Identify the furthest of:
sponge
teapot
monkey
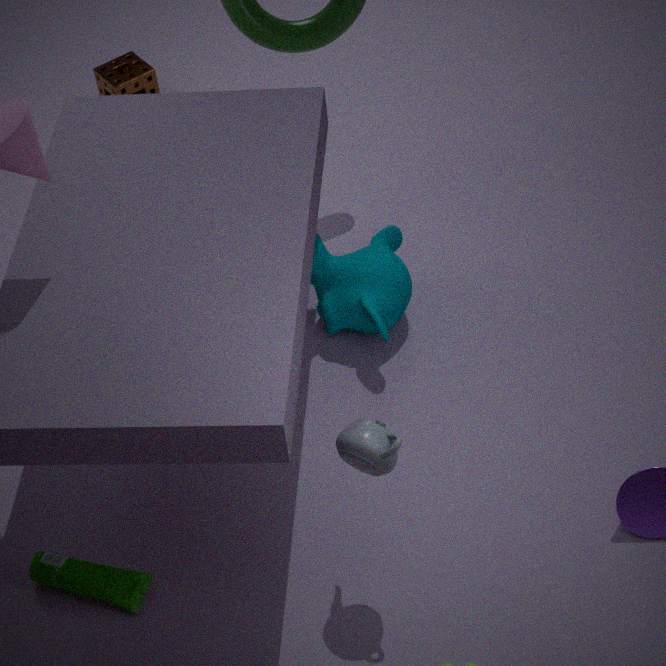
Answer: sponge
